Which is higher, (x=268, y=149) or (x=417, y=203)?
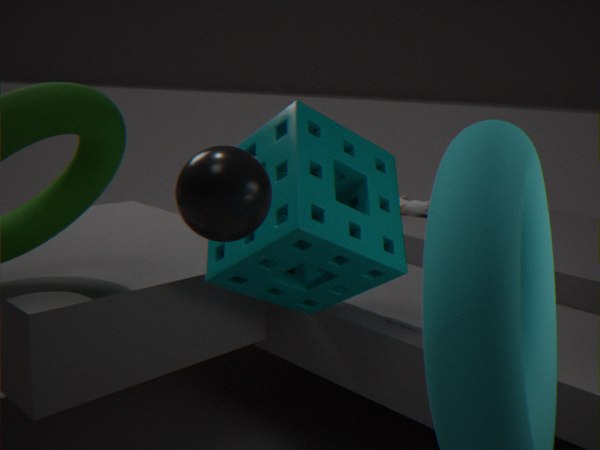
(x=268, y=149)
